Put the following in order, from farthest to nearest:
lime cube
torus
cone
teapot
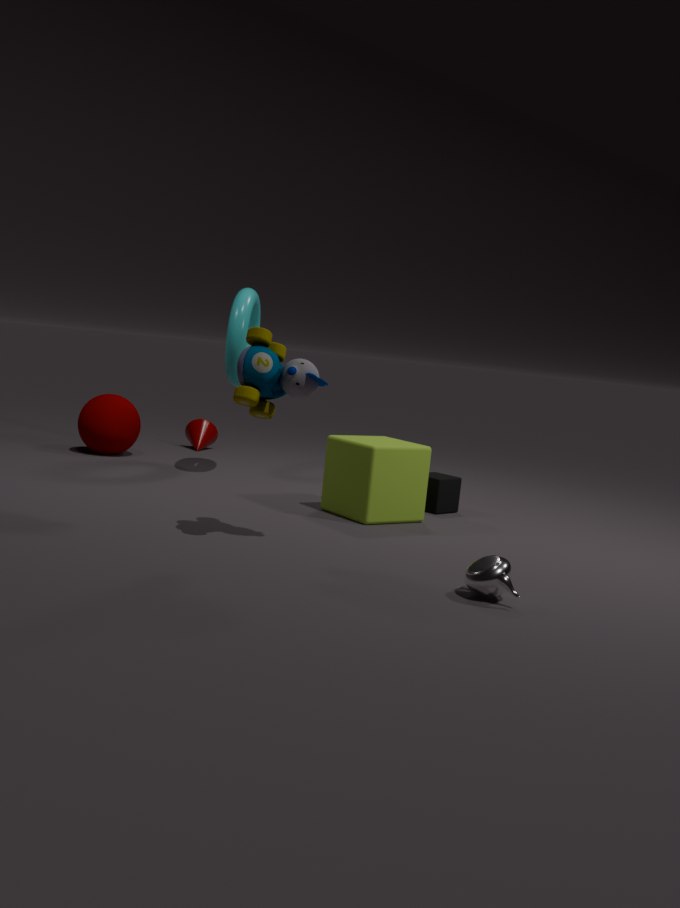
cone < torus < lime cube < teapot
